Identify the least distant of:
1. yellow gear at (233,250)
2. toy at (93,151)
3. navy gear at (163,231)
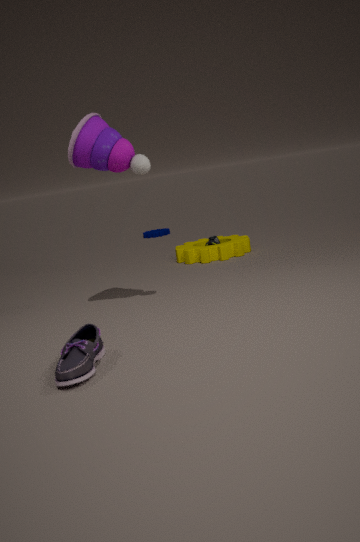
toy at (93,151)
